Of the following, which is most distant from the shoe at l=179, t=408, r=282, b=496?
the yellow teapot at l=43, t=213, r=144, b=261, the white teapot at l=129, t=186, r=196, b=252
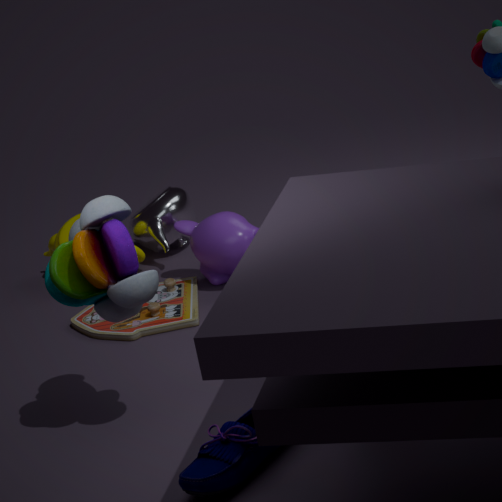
the yellow teapot at l=43, t=213, r=144, b=261
